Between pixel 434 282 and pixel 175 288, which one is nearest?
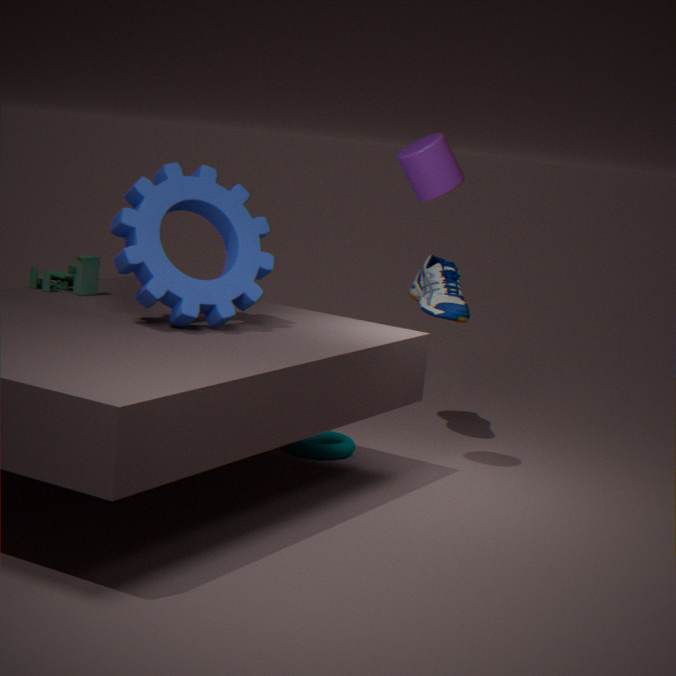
pixel 175 288
